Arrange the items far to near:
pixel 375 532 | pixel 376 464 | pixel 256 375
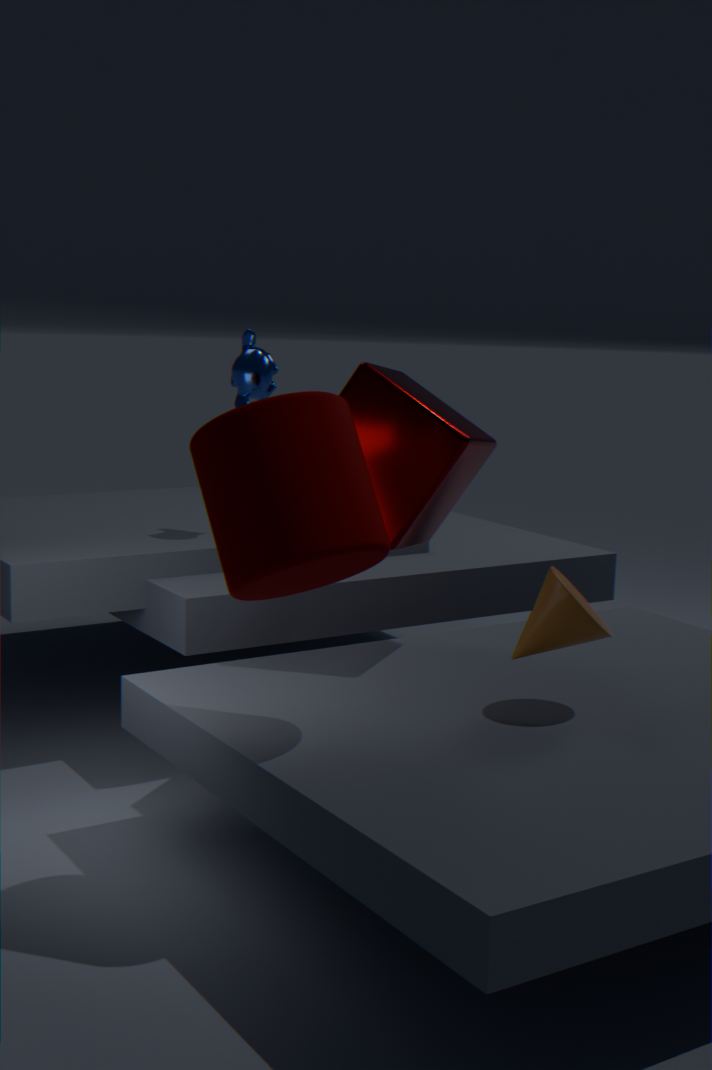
1. pixel 256 375
2. pixel 376 464
3. pixel 375 532
